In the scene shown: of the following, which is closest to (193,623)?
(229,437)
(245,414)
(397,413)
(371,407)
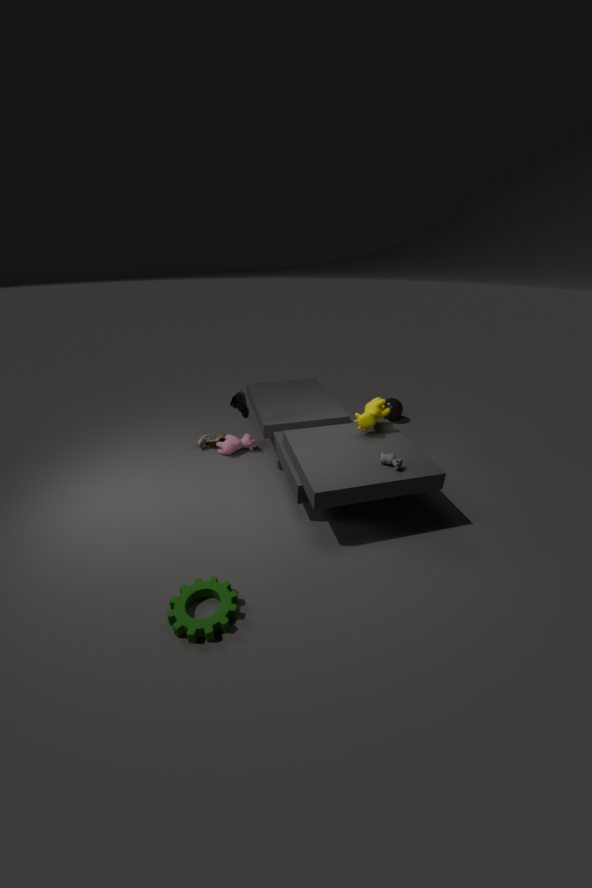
(245,414)
